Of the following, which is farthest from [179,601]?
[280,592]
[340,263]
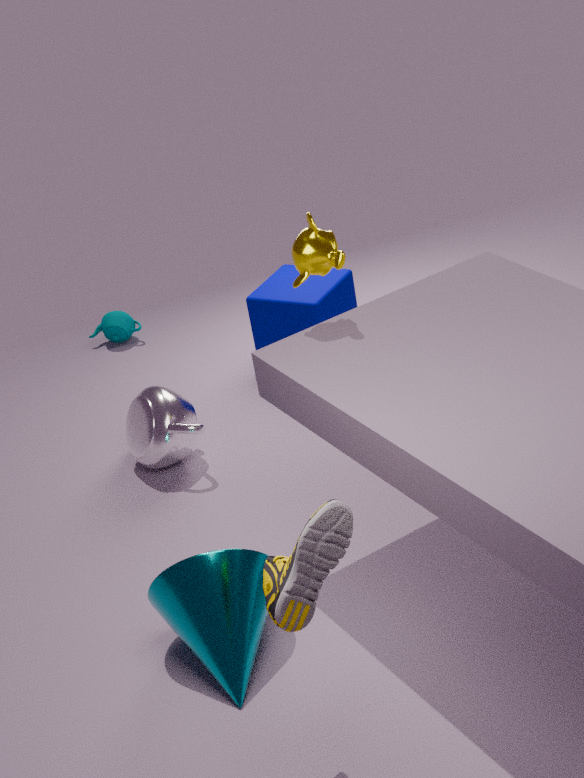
[340,263]
